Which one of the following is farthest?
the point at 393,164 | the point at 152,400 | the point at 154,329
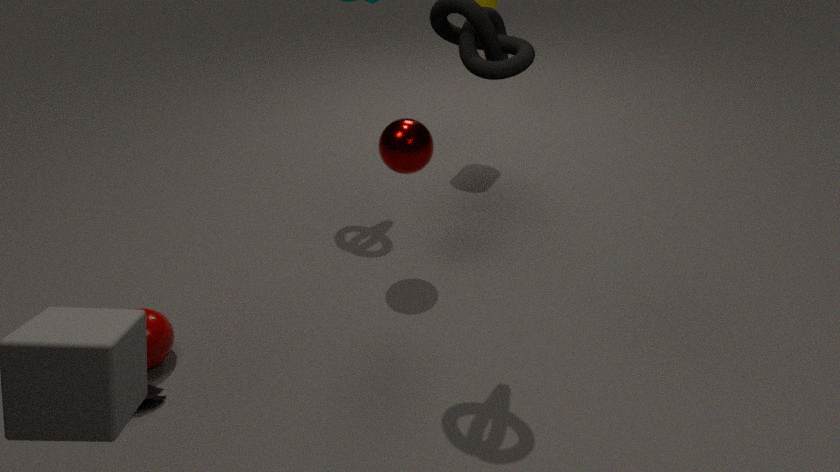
the point at 393,164
